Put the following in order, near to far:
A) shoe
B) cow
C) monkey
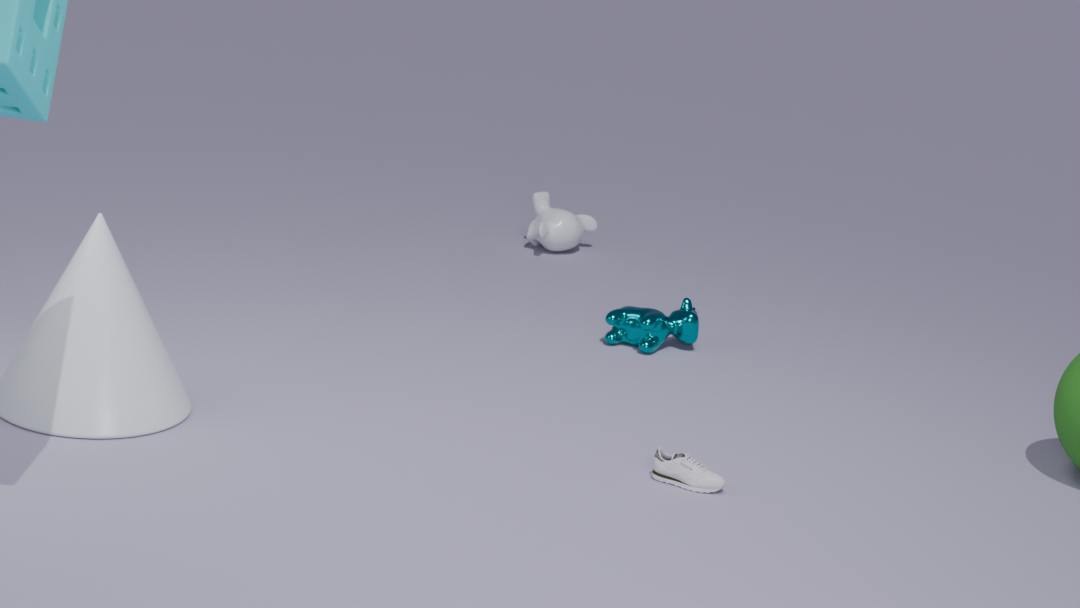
1. shoe
2. cow
3. monkey
